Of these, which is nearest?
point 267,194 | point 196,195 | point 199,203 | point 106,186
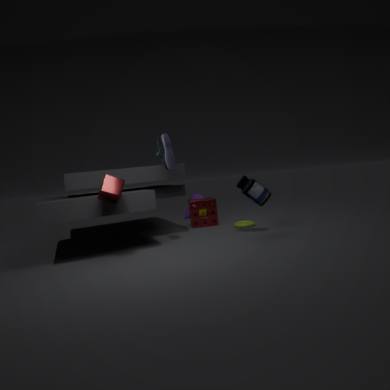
point 106,186
